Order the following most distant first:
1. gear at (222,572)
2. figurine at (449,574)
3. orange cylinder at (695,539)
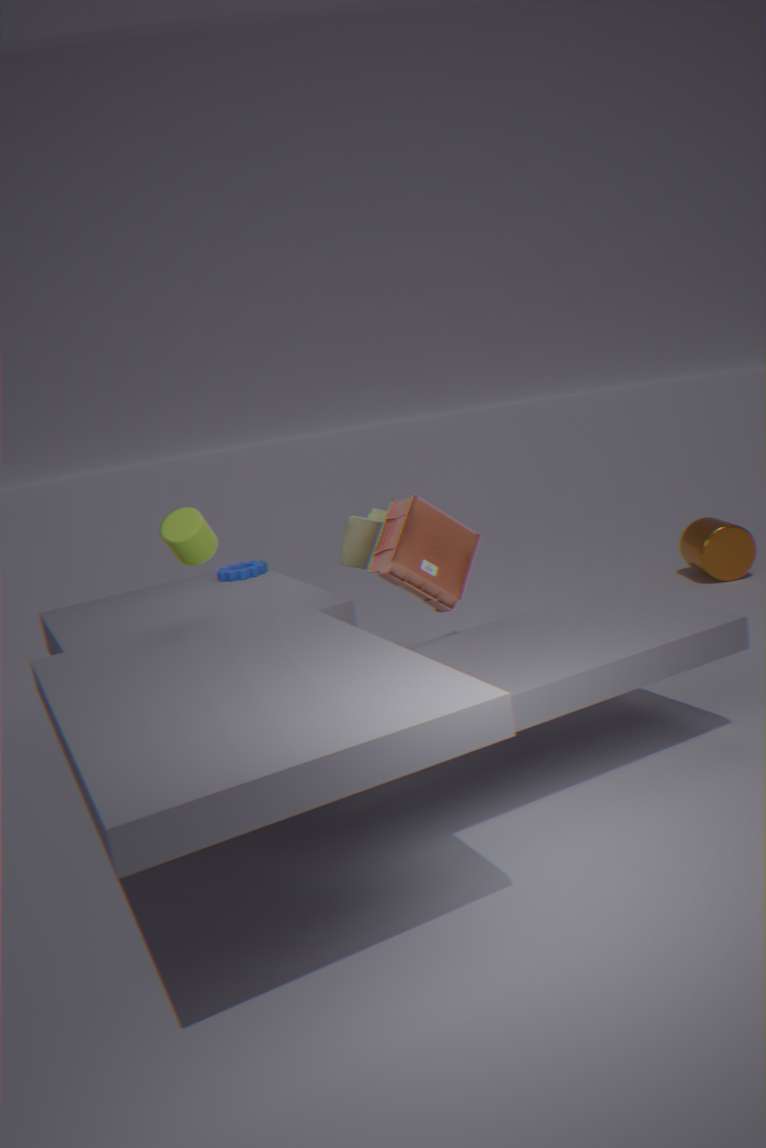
orange cylinder at (695,539) → gear at (222,572) → figurine at (449,574)
